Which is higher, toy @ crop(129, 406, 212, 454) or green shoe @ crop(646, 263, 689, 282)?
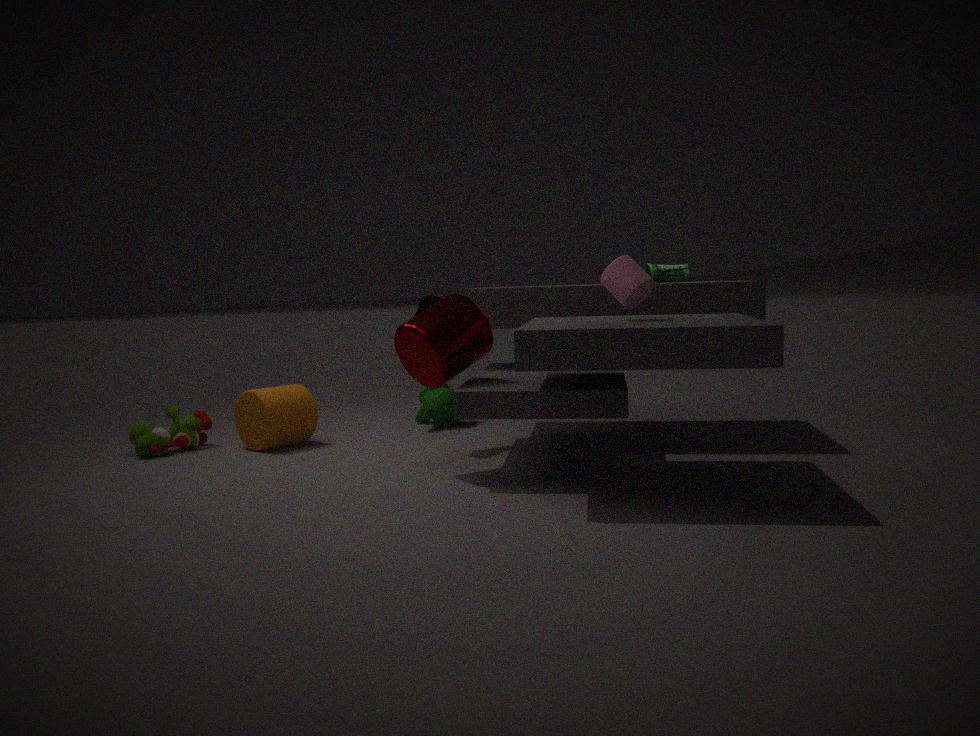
green shoe @ crop(646, 263, 689, 282)
